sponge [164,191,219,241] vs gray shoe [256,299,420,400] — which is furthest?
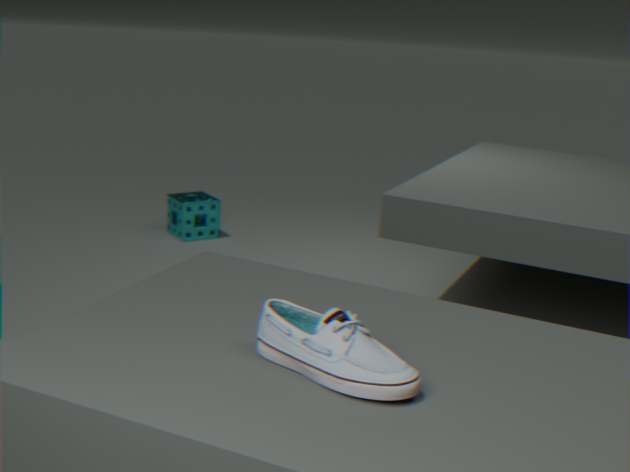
sponge [164,191,219,241]
